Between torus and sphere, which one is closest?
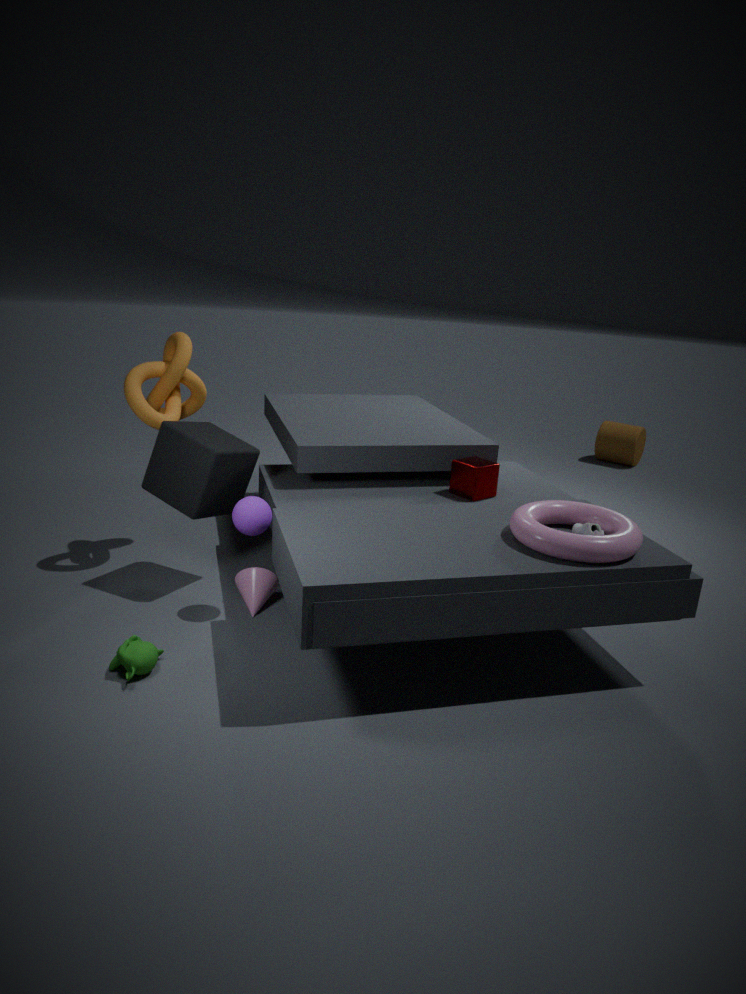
torus
